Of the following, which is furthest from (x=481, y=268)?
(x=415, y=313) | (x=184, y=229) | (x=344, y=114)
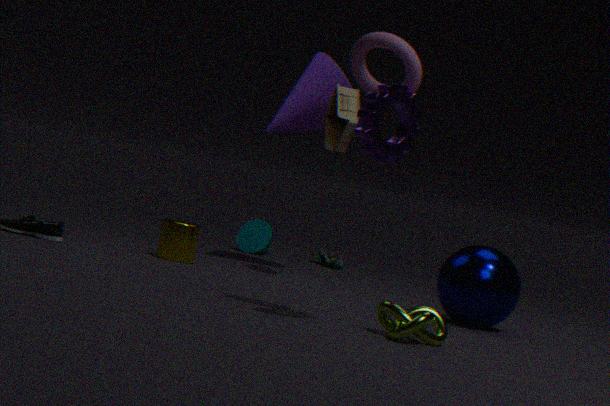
(x=184, y=229)
